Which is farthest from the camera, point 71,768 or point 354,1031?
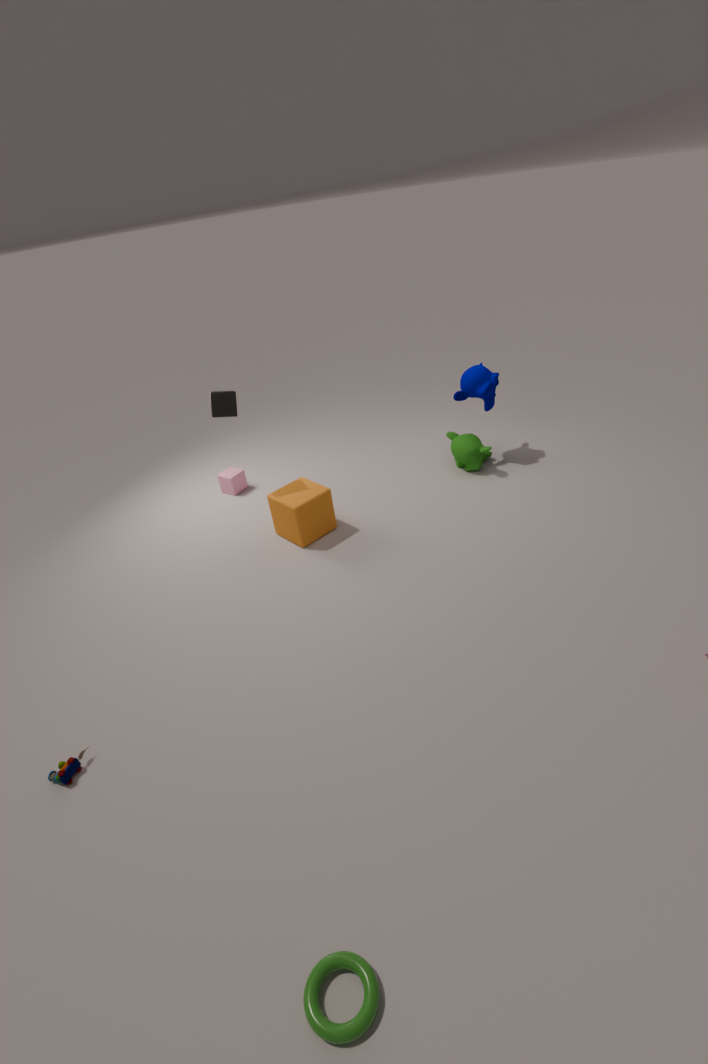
point 71,768
